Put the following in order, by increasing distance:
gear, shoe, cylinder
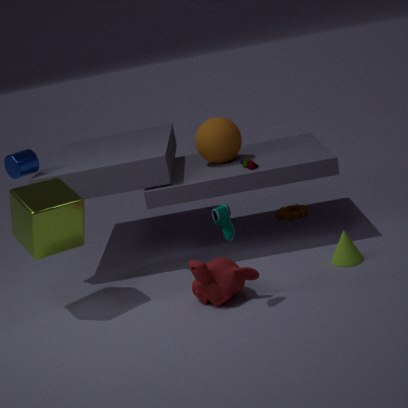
1. shoe
2. cylinder
3. gear
